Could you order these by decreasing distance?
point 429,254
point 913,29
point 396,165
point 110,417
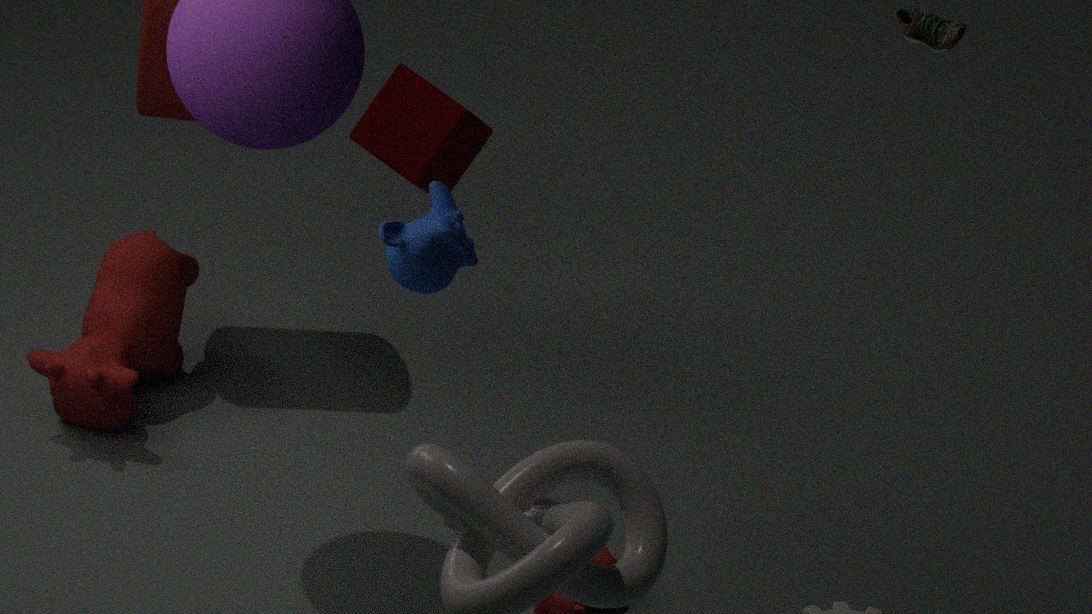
1. point 110,417
2. point 396,165
3. point 913,29
4. point 429,254
